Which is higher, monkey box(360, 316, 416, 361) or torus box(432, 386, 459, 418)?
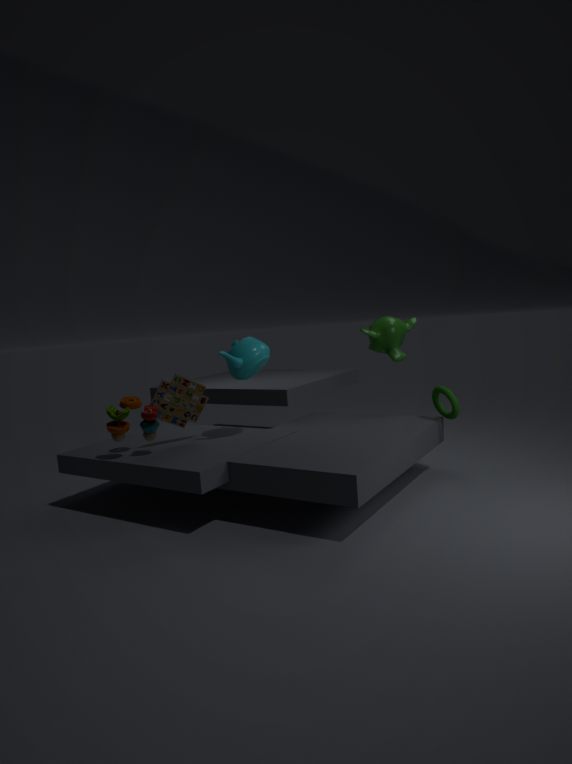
monkey box(360, 316, 416, 361)
